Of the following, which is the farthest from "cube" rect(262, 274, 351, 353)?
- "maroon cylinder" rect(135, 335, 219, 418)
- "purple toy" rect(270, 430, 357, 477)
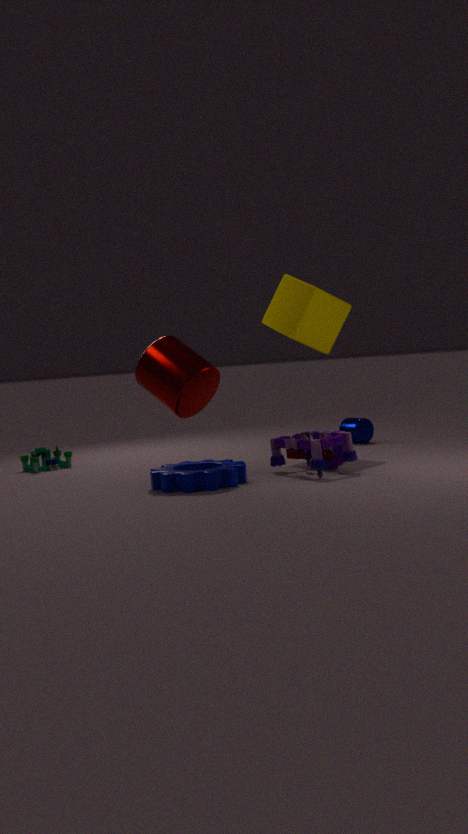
"maroon cylinder" rect(135, 335, 219, 418)
